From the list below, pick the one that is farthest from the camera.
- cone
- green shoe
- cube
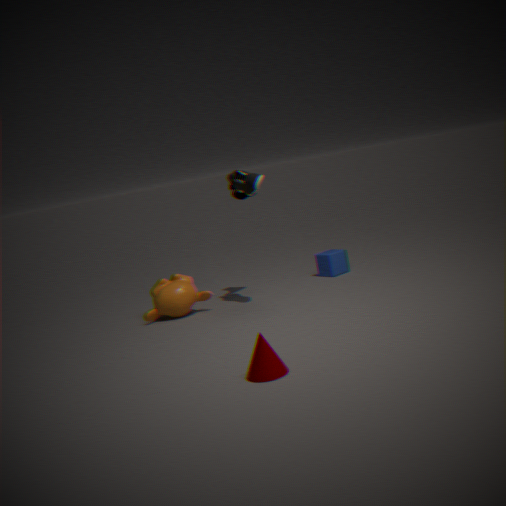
cube
